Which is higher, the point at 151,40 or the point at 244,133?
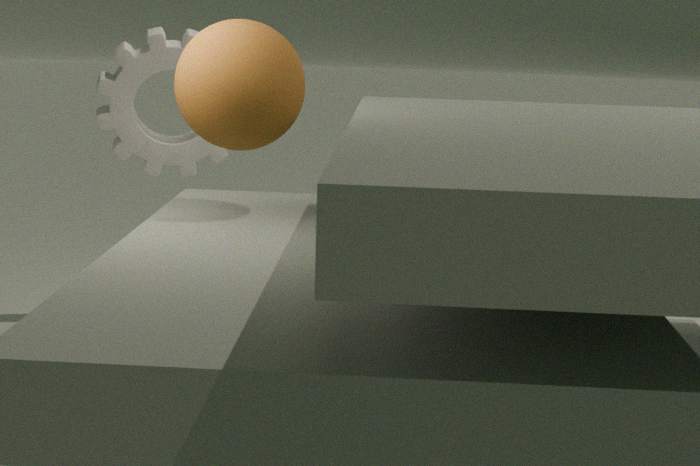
the point at 244,133
